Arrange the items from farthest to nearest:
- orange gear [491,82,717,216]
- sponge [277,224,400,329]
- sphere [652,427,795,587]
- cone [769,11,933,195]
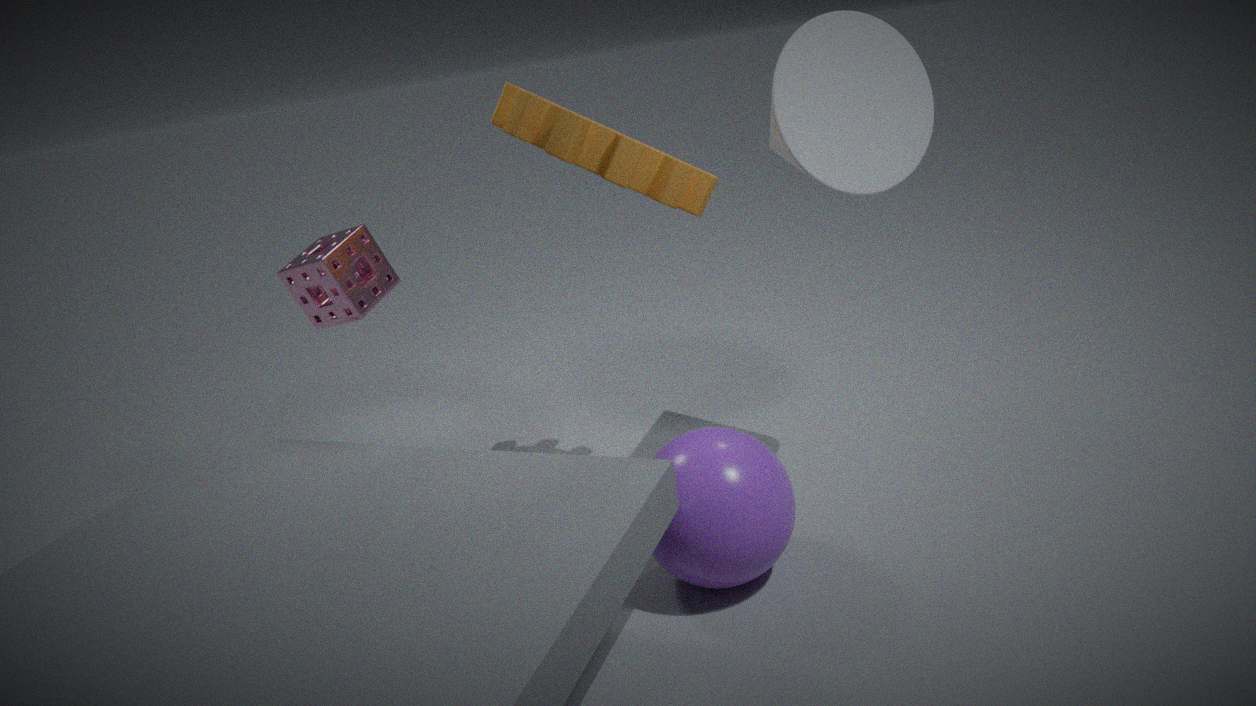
sponge [277,224,400,329]
cone [769,11,933,195]
orange gear [491,82,717,216]
sphere [652,427,795,587]
